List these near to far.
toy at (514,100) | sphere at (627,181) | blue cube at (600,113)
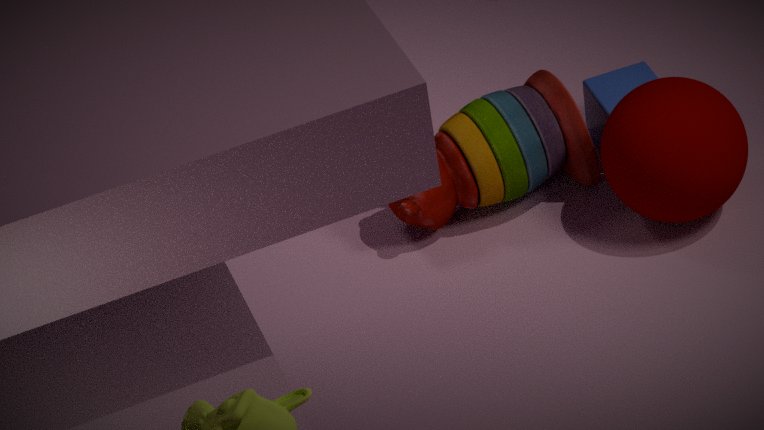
1. sphere at (627,181)
2. toy at (514,100)
3. blue cube at (600,113)
